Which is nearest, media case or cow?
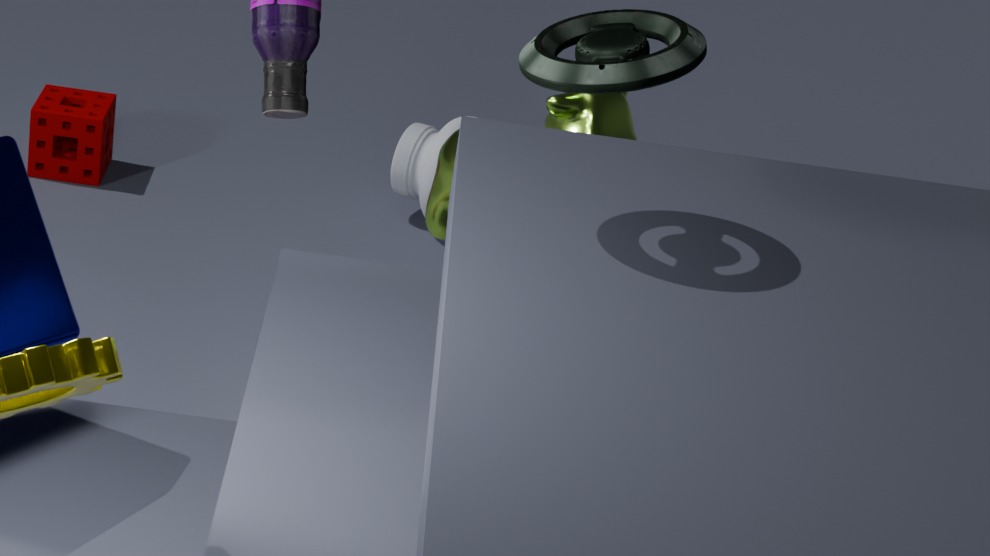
media case
